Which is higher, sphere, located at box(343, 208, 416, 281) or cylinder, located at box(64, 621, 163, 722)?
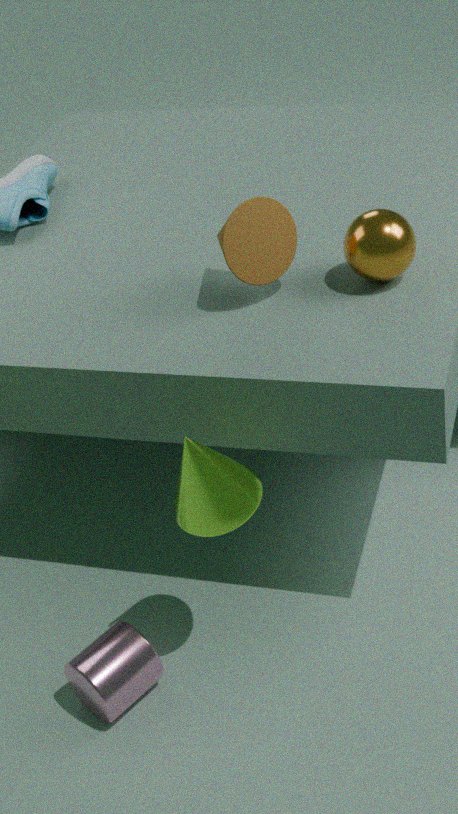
sphere, located at box(343, 208, 416, 281)
